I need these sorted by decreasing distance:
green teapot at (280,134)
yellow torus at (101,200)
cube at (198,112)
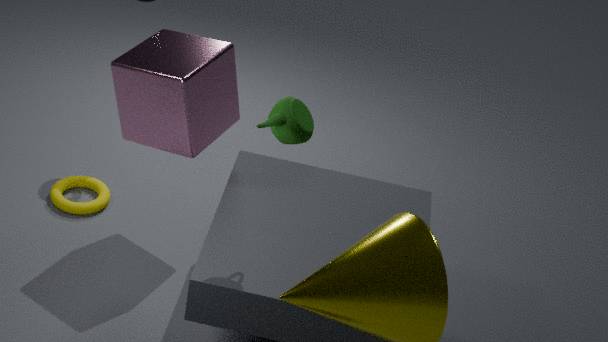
yellow torus at (101,200) → cube at (198,112) → green teapot at (280,134)
